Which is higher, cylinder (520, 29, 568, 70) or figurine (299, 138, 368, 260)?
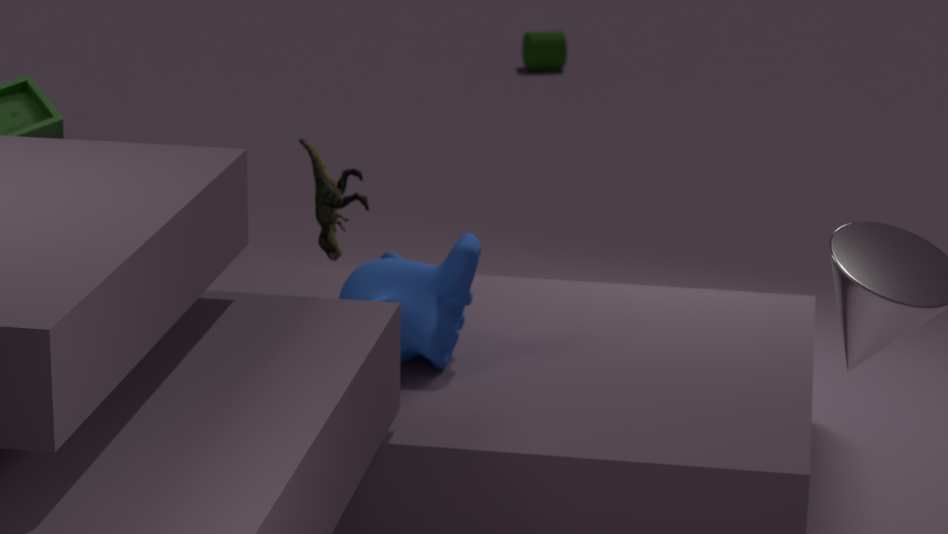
figurine (299, 138, 368, 260)
